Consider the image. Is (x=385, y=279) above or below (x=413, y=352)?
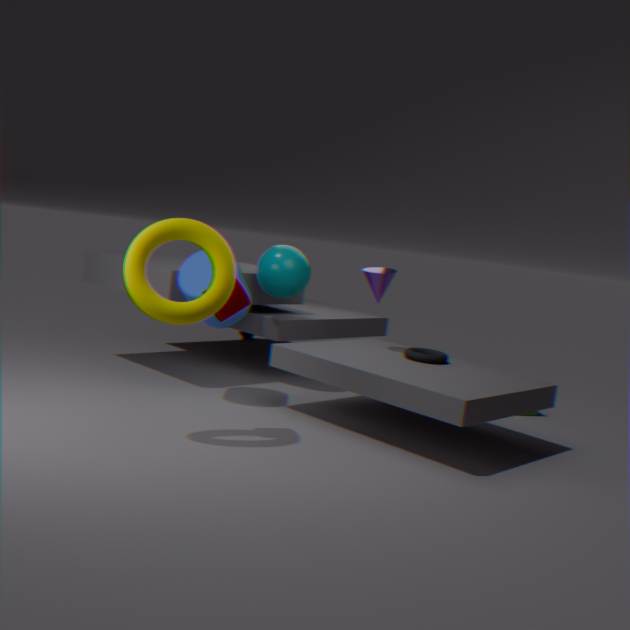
above
